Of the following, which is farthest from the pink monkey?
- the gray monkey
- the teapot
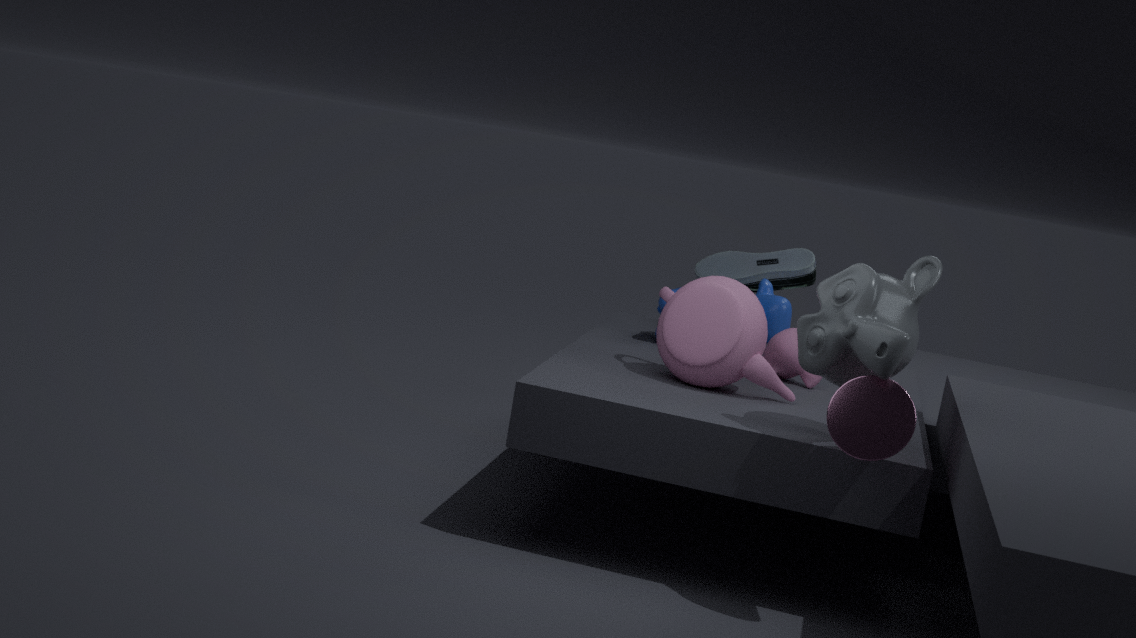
the gray monkey
